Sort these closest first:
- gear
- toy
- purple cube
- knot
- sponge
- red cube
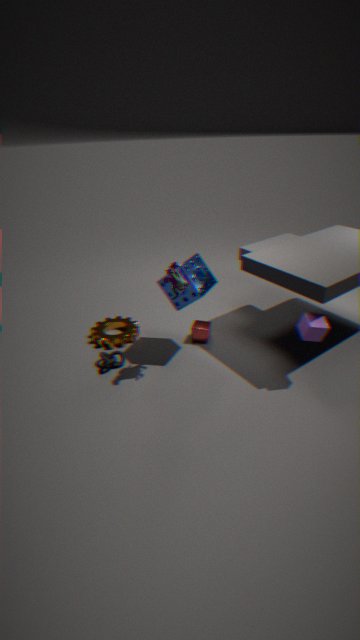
toy
purple cube
sponge
knot
red cube
gear
